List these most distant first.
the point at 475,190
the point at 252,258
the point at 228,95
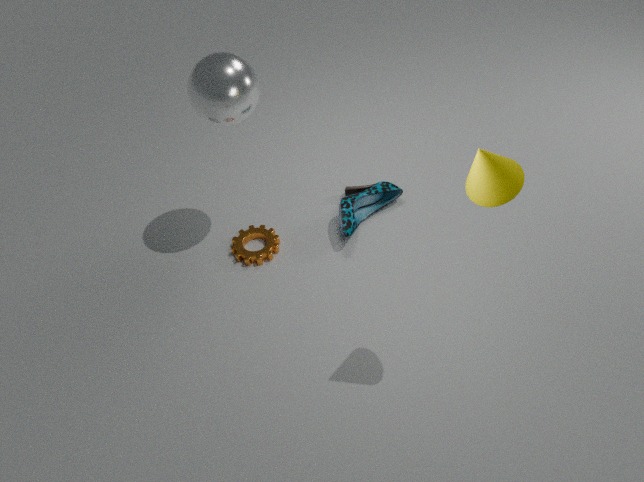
1. the point at 252,258
2. the point at 228,95
3. the point at 475,190
